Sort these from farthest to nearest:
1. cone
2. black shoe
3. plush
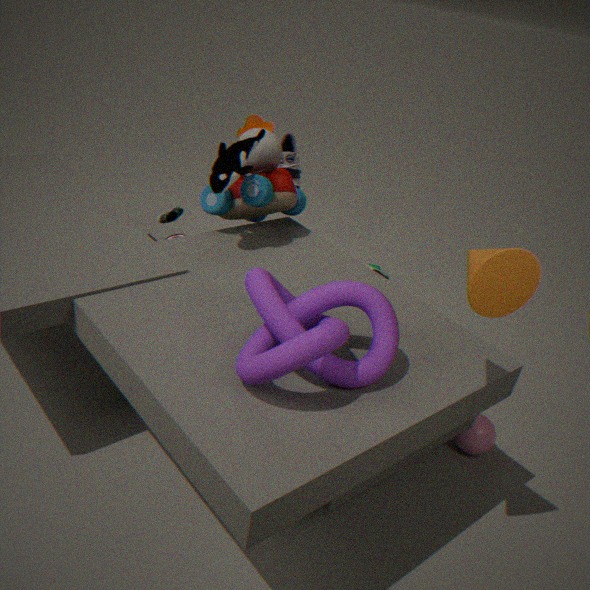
black shoe → plush → cone
